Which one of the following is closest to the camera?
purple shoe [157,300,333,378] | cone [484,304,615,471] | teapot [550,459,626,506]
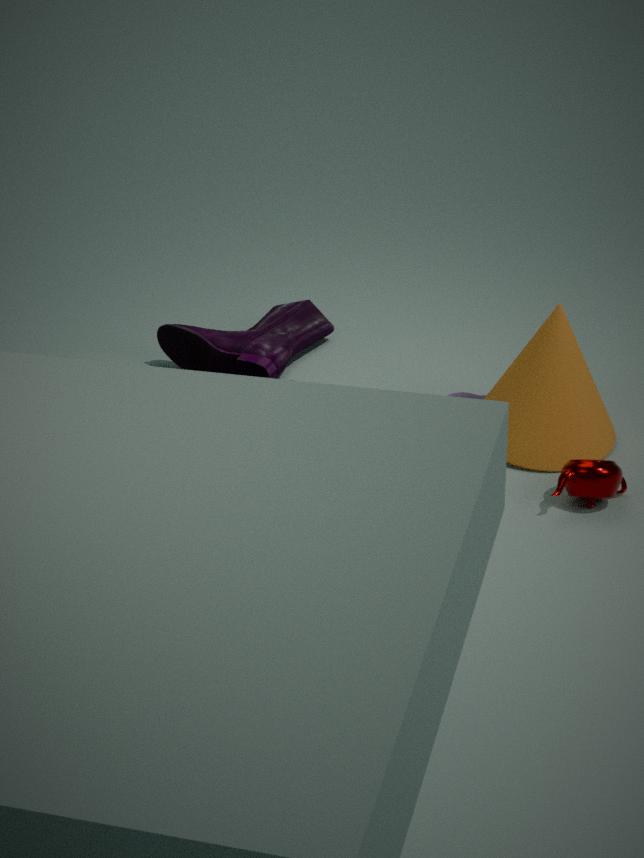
teapot [550,459,626,506]
